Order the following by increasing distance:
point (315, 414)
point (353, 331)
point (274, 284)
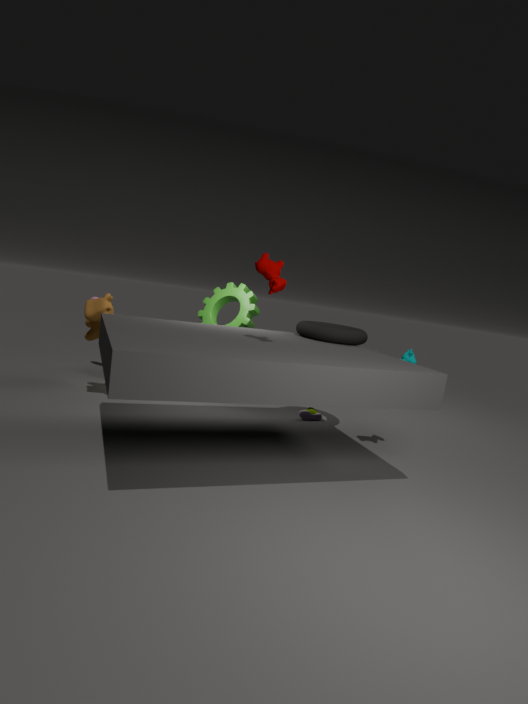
point (274, 284) < point (353, 331) < point (315, 414)
